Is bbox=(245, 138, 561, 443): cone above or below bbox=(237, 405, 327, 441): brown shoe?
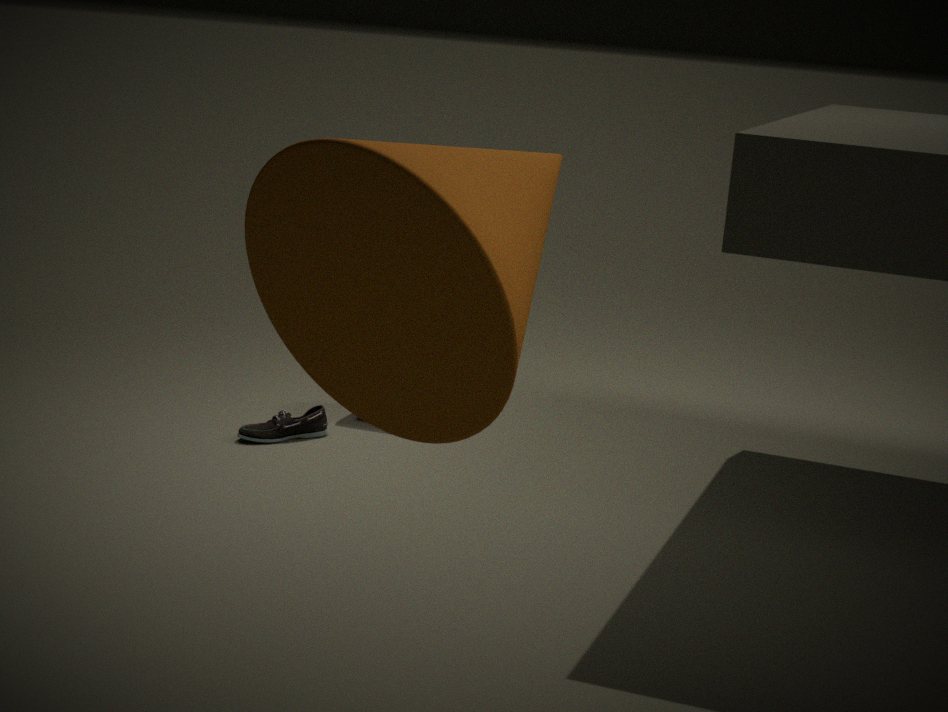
above
